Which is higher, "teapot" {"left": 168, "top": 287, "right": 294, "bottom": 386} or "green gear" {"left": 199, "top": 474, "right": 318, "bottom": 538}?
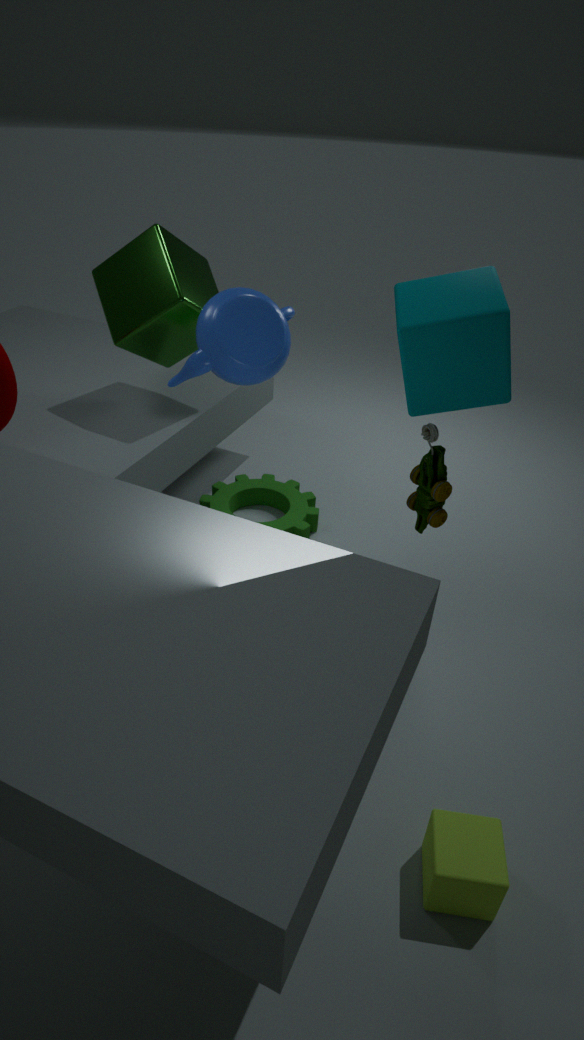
"teapot" {"left": 168, "top": 287, "right": 294, "bottom": 386}
